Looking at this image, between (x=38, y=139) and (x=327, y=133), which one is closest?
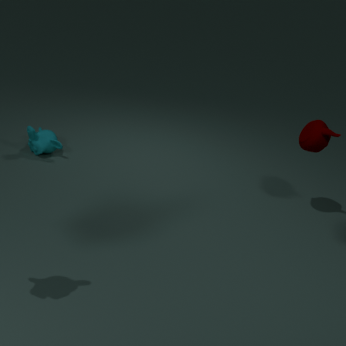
(x=327, y=133)
